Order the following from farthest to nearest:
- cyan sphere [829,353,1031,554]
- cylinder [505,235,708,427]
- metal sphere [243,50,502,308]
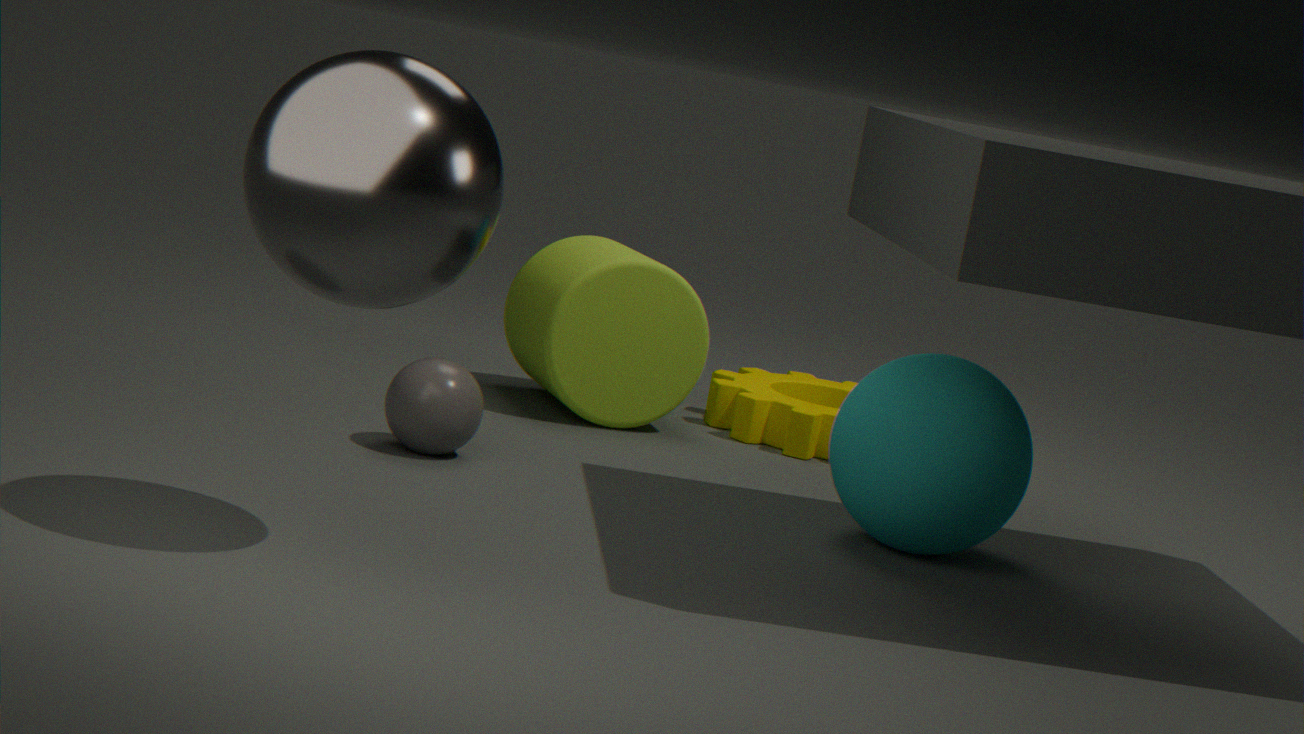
cylinder [505,235,708,427] → cyan sphere [829,353,1031,554] → metal sphere [243,50,502,308]
